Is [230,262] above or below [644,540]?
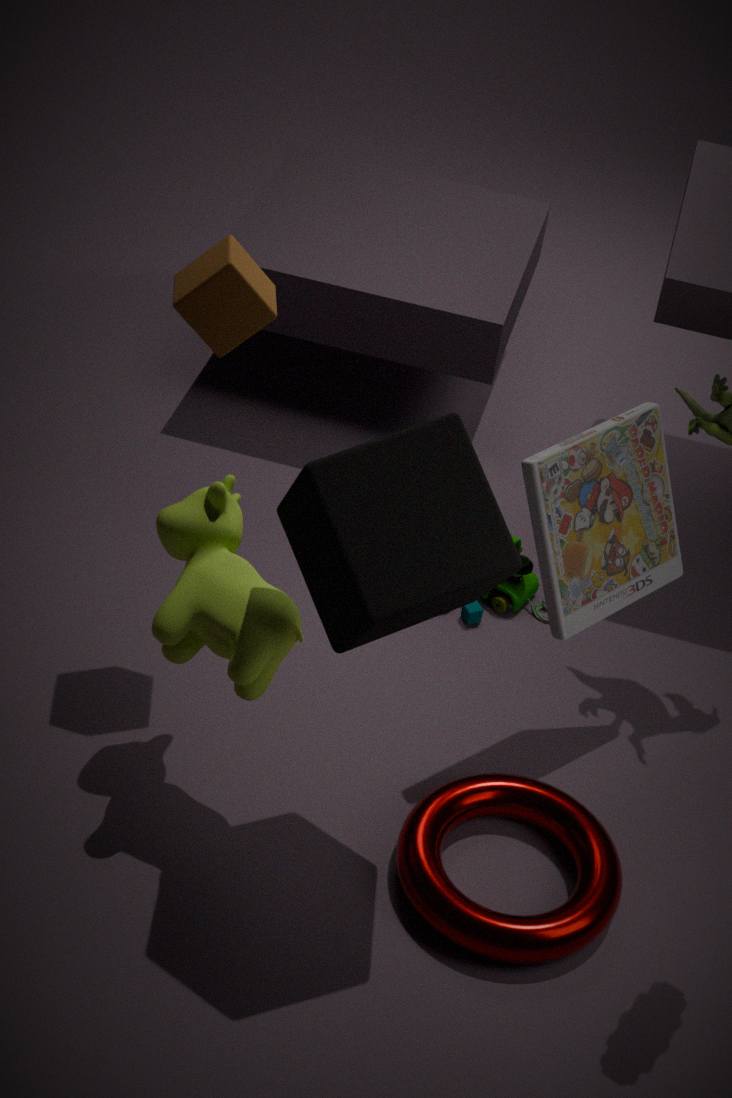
above
